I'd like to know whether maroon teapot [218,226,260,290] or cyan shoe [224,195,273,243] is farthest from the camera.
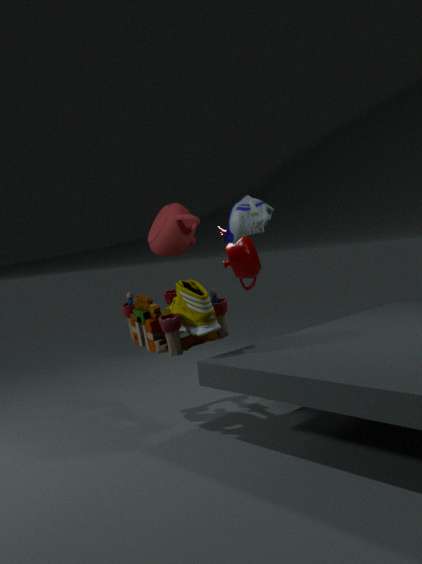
maroon teapot [218,226,260,290]
